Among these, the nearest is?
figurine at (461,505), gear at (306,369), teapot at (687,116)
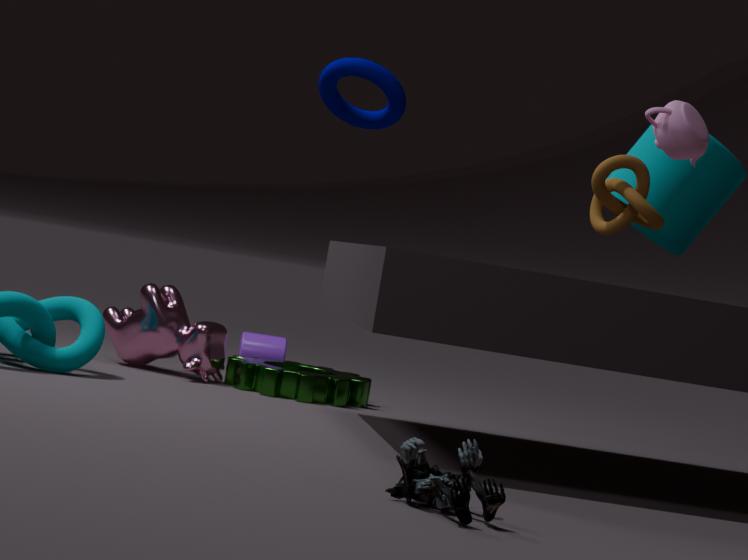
figurine at (461,505)
